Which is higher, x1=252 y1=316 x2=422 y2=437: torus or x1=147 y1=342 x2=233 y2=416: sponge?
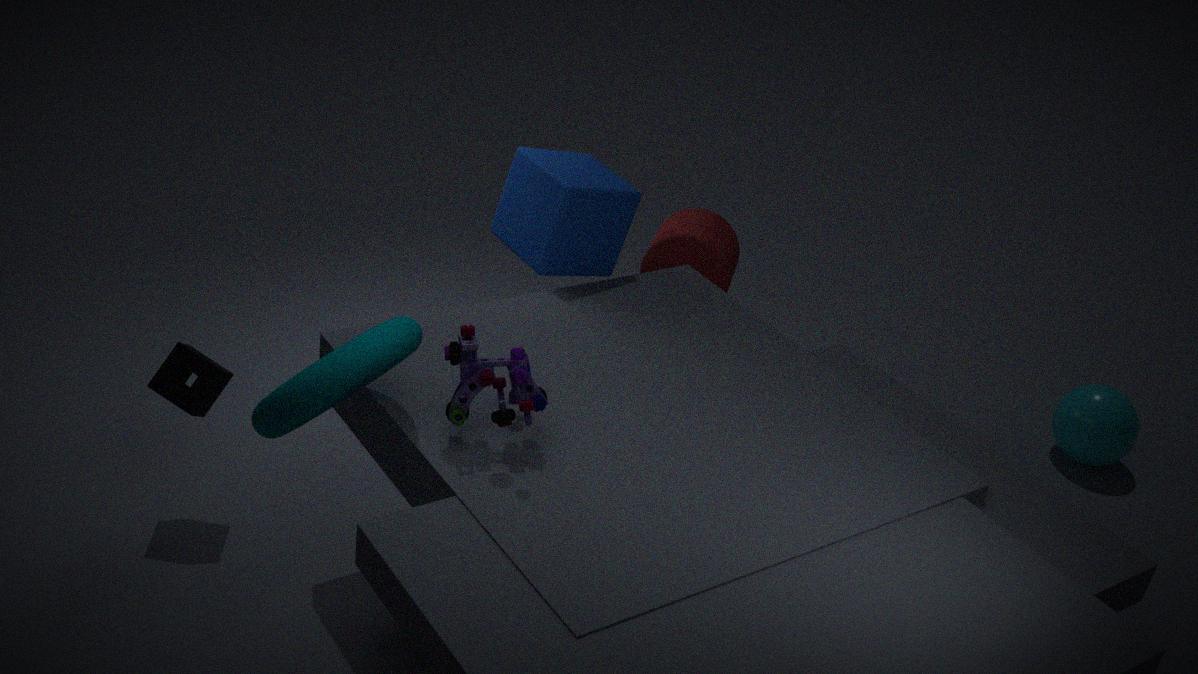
x1=252 y1=316 x2=422 y2=437: torus
